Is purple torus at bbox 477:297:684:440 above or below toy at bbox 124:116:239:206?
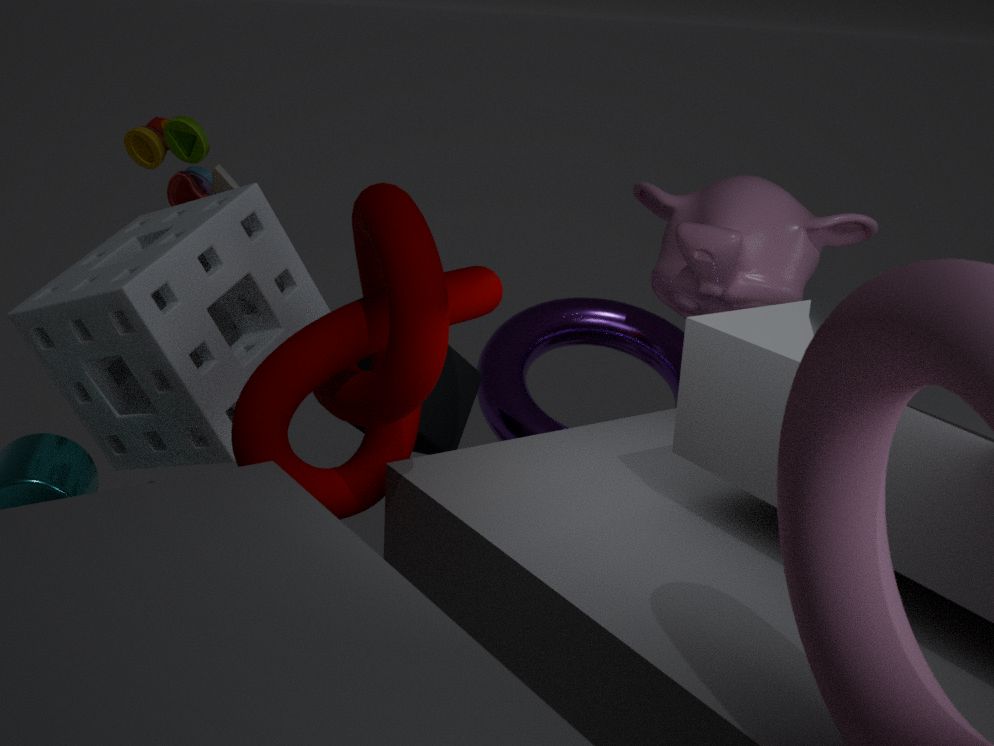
below
